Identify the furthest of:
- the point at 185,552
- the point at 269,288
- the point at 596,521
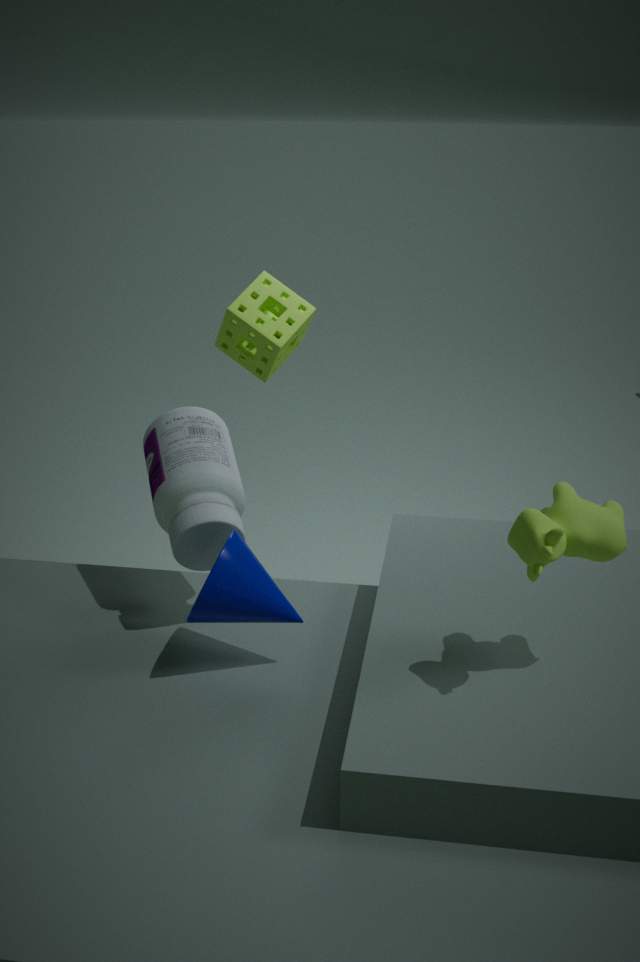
the point at 269,288
